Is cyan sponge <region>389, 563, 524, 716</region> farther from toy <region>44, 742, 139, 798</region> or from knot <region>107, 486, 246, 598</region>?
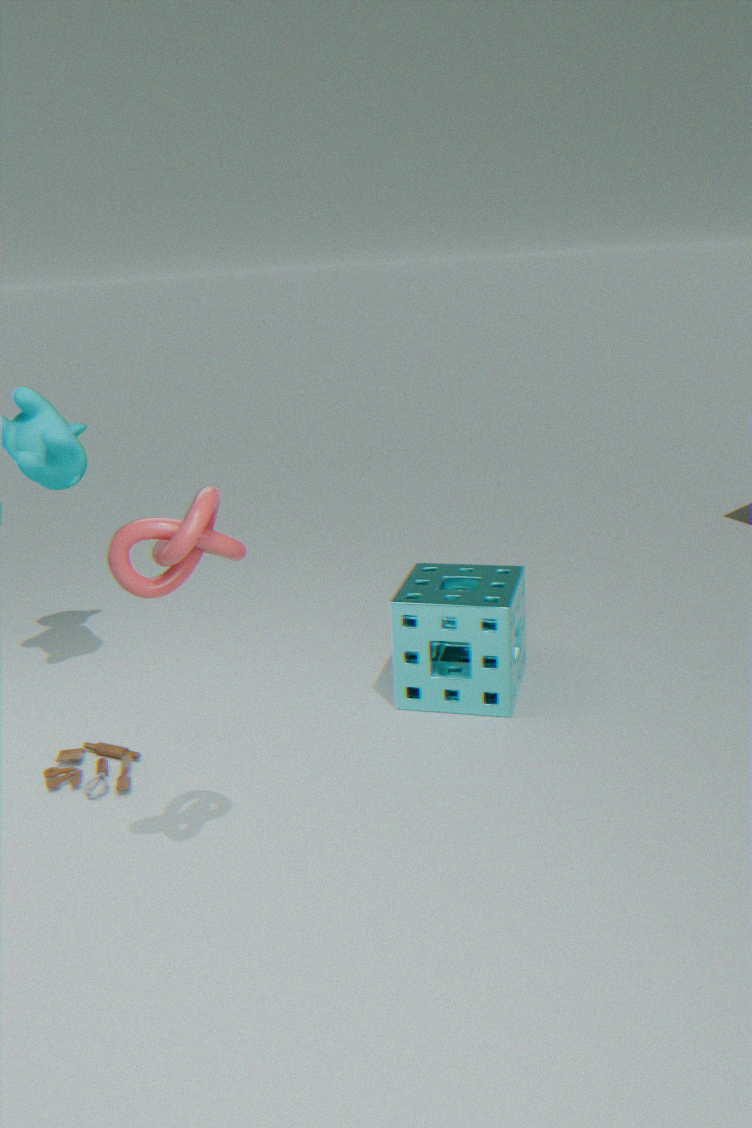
knot <region>107, 486, 246, 598</region>
